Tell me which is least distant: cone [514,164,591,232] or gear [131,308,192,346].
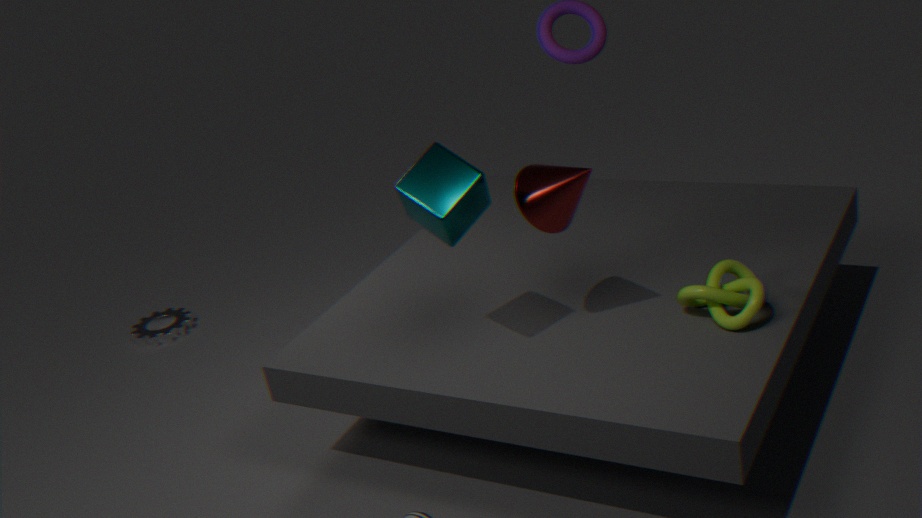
cone [514,164,591,232]
